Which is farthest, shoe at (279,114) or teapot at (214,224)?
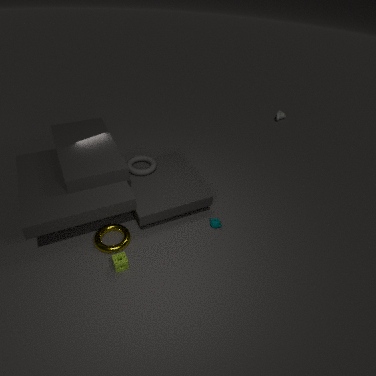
shoe at (279,114)
